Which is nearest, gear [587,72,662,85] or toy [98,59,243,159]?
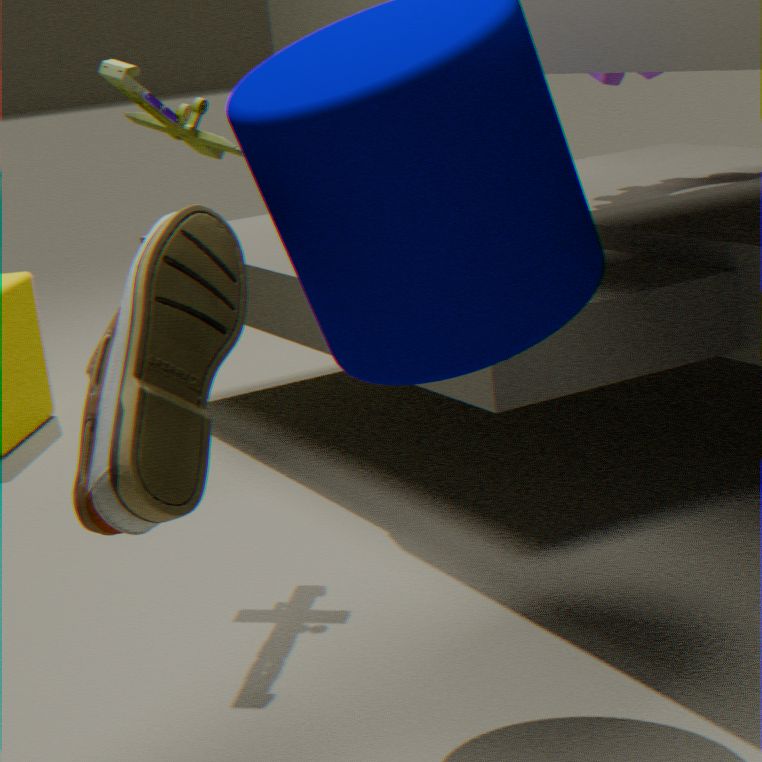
toy [98,59,243,159]
